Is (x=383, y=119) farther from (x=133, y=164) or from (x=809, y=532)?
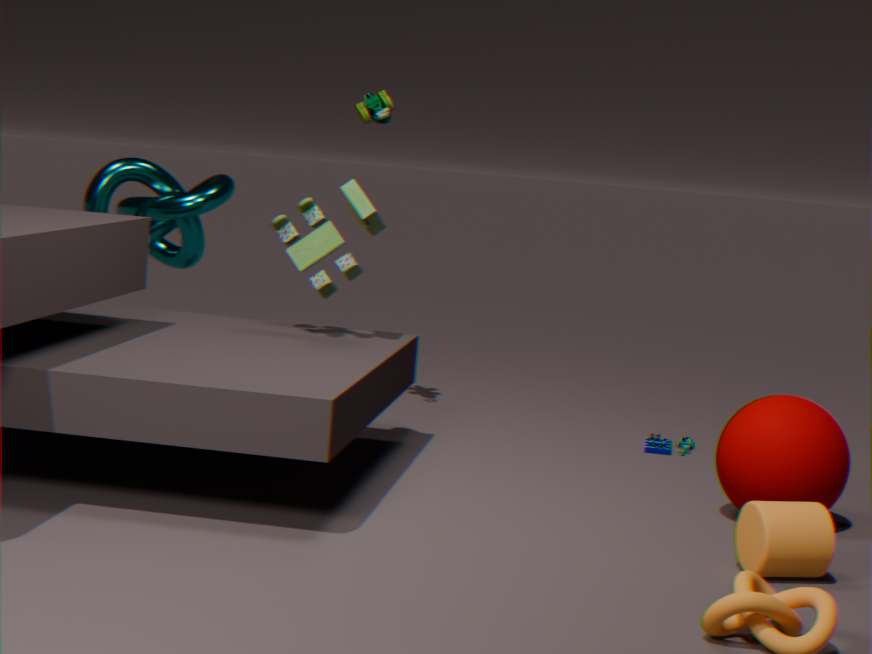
(x=809, y=532)
